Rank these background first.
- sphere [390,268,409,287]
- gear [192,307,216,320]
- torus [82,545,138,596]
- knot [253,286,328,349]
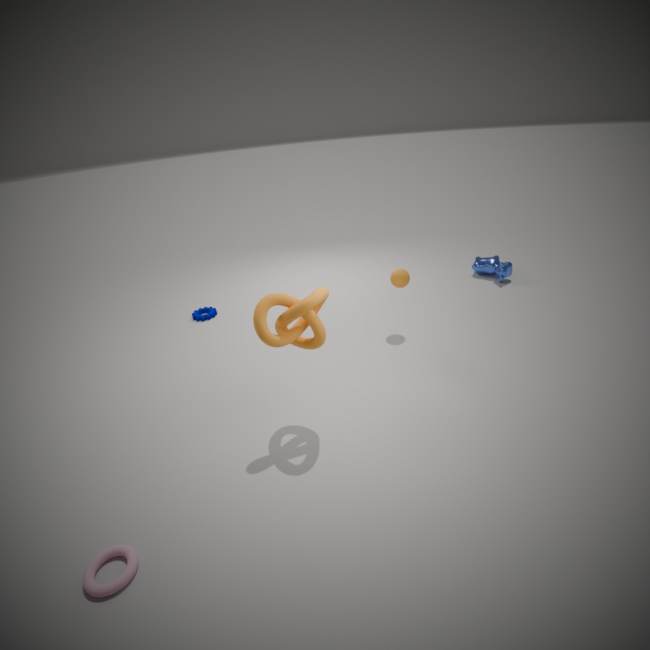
gear [192,307,216,320]
sphere [390,268,409,287]
knot [253,286,328,349]
torus [82,545,138,596]
